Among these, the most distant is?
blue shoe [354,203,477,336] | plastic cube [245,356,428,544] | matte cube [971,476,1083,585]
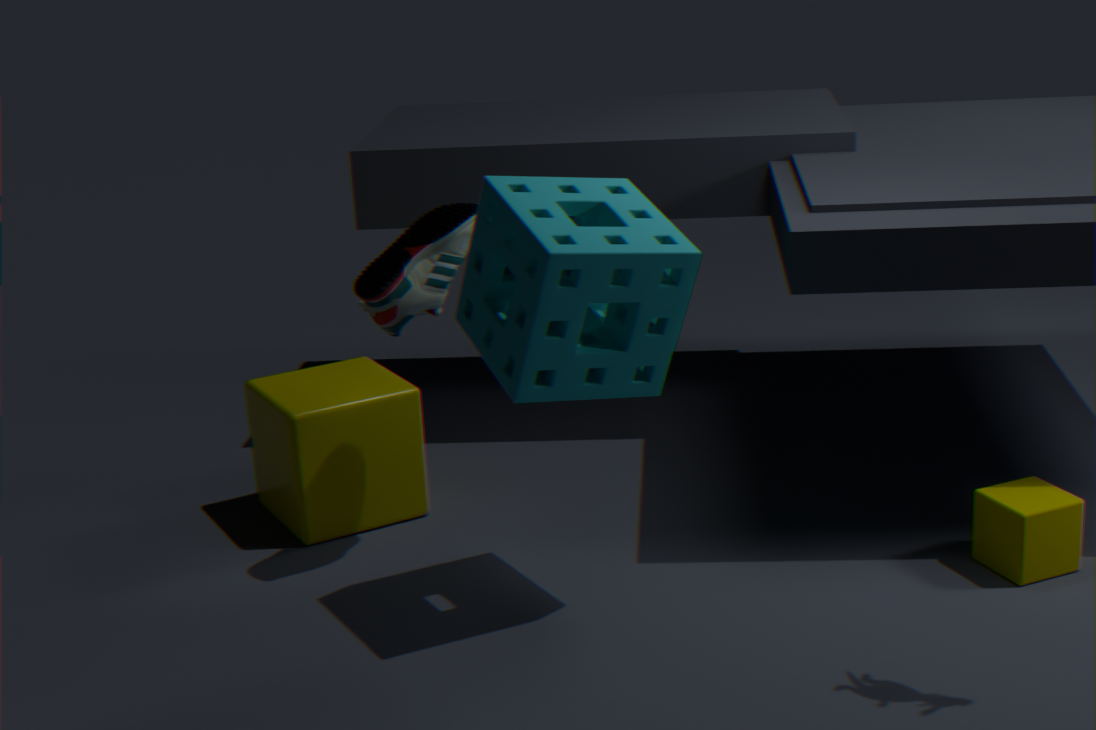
plastic cube [245,356,428,544]
